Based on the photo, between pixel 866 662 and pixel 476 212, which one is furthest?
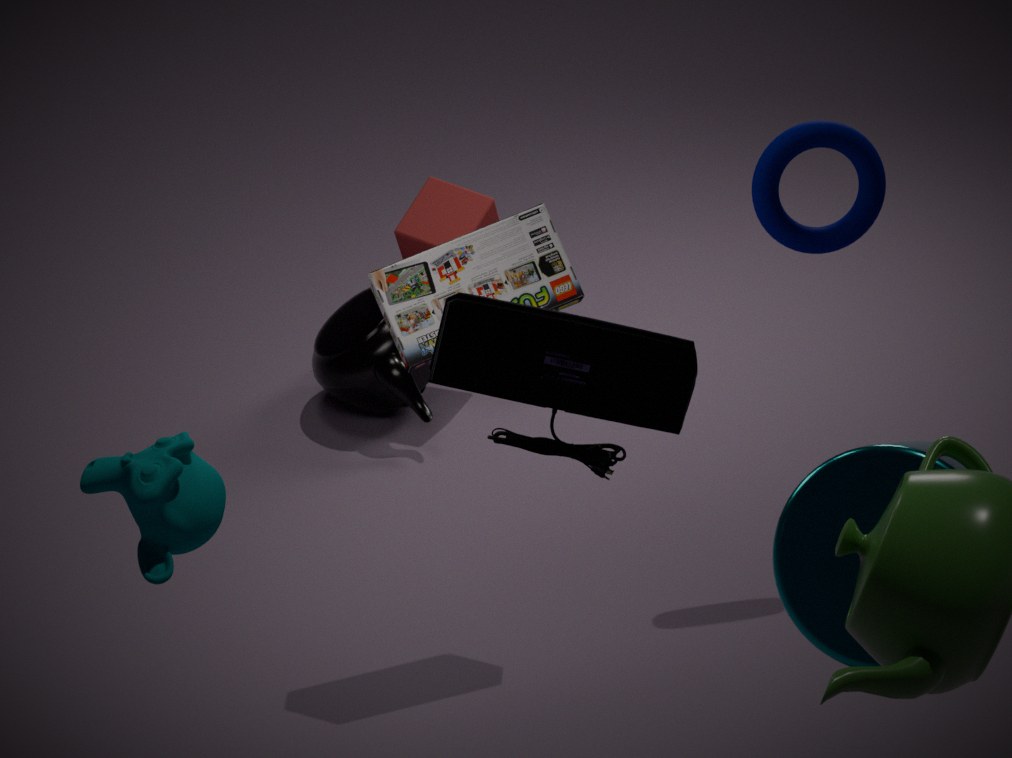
pixel 476 212
